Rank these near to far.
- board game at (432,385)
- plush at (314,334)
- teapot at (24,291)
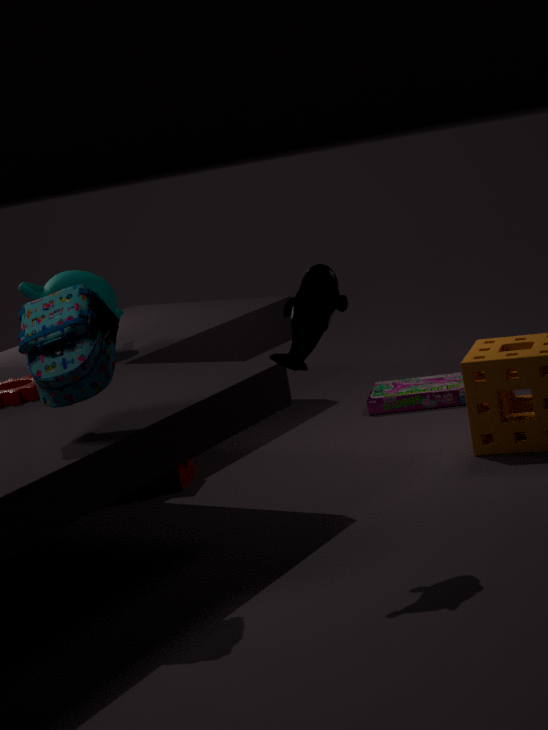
plush at (314,334) → teapot at (24,291) → board game at (432,385)
